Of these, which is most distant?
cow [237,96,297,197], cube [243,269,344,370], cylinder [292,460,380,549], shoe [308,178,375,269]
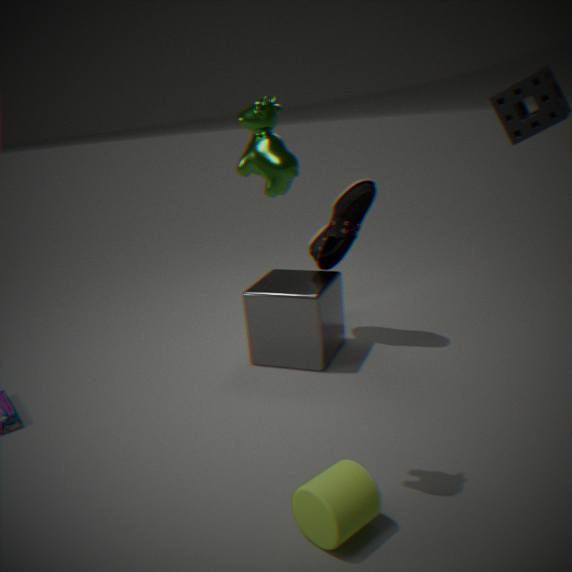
shoe [308,178,375,269]
